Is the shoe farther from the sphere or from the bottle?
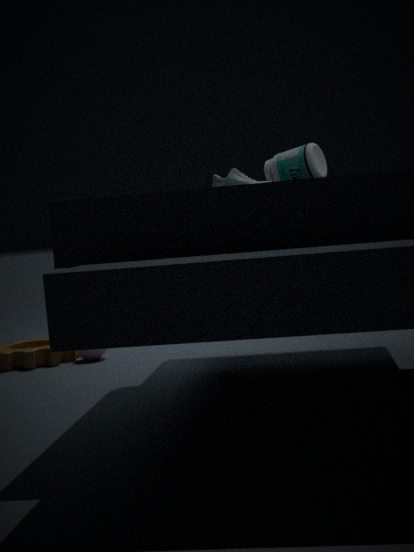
the sphere
